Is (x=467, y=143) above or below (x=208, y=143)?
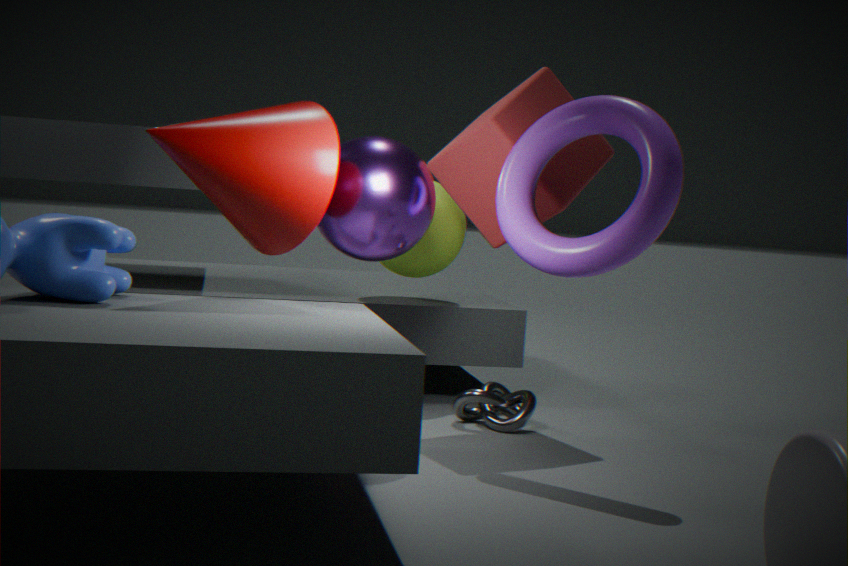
above
